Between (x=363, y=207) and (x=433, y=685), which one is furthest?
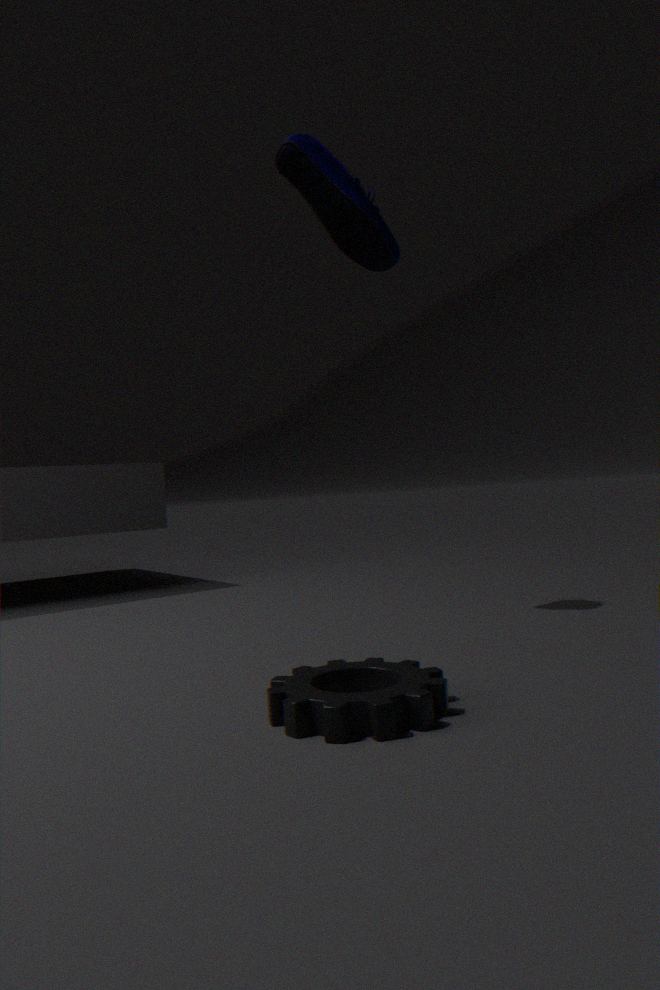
(x=363, y=207)
